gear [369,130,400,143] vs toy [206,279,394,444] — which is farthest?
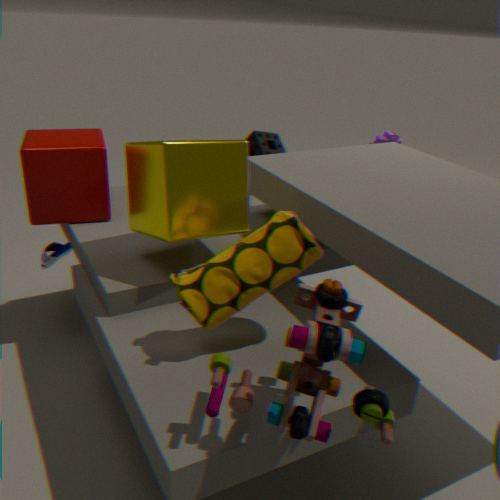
gear [369,130,400,143]
